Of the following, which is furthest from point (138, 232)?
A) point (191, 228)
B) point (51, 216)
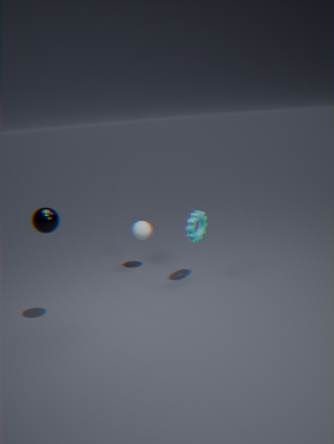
point (51, 216)
